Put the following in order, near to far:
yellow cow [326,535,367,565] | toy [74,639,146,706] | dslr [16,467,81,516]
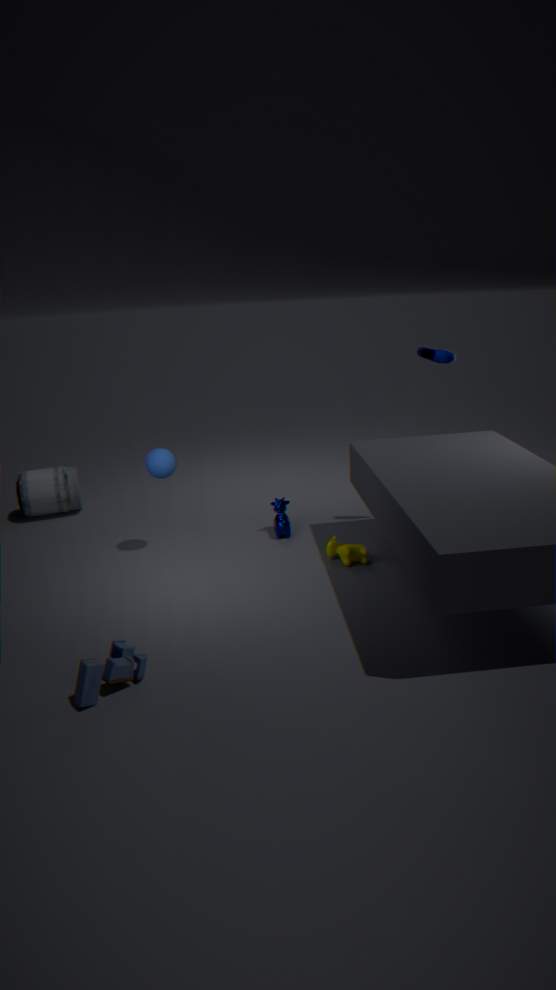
toy [74,639,146,706] → yellow cow [326,535,367,565] → dslr [16,467,81,516]
